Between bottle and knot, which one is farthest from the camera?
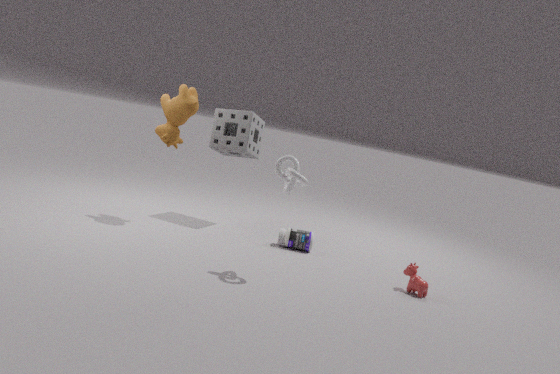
bottle
